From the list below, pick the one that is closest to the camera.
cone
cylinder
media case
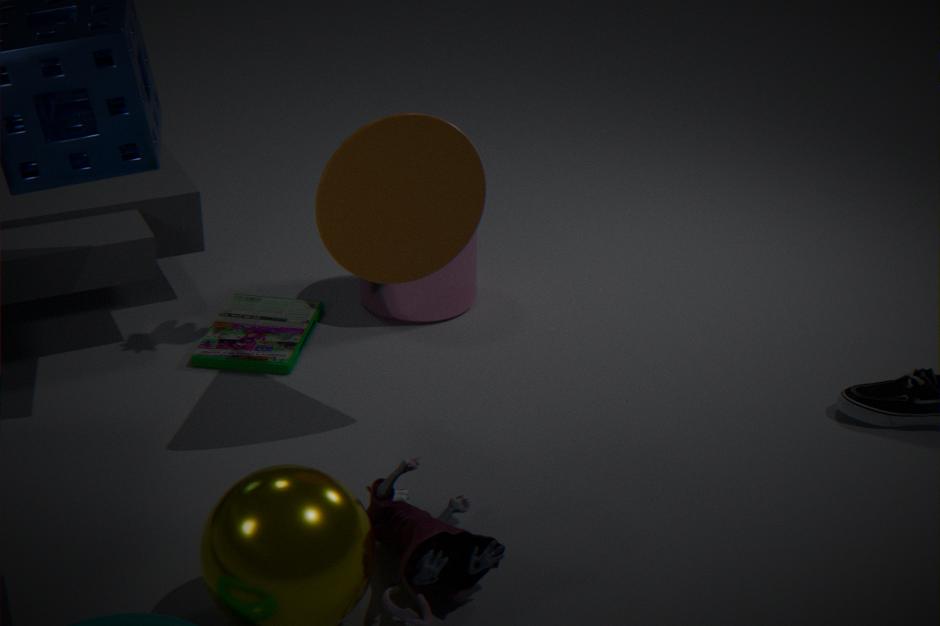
cone
